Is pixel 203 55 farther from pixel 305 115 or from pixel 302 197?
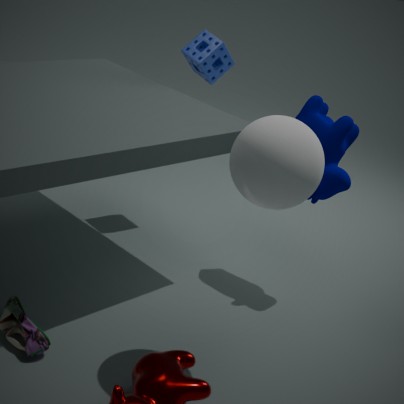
pixel 302 197
